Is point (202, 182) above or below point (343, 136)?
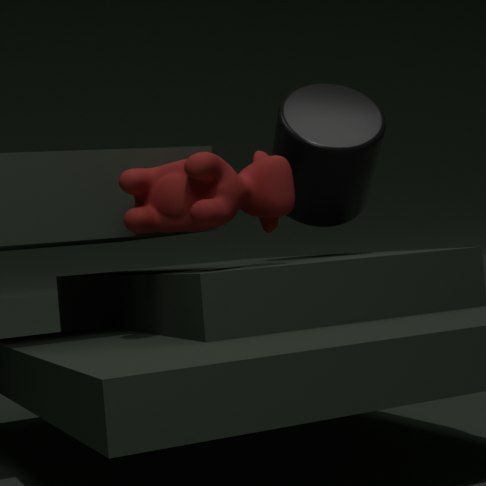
below
